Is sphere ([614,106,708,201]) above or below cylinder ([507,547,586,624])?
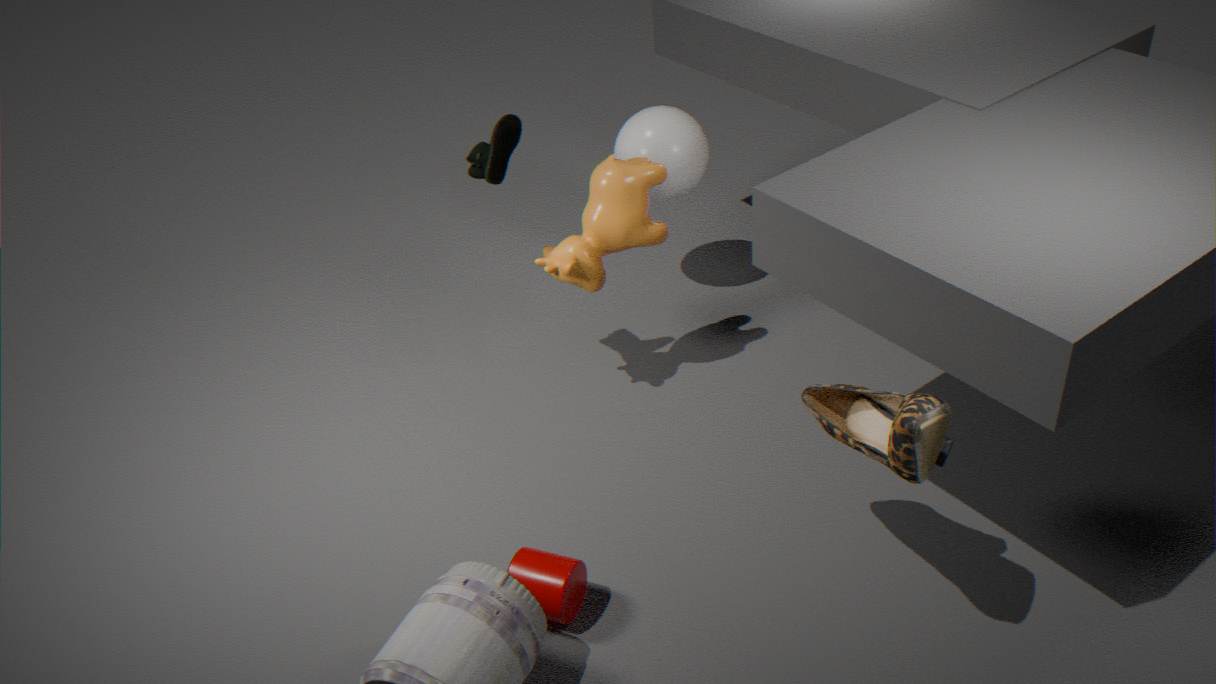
above
